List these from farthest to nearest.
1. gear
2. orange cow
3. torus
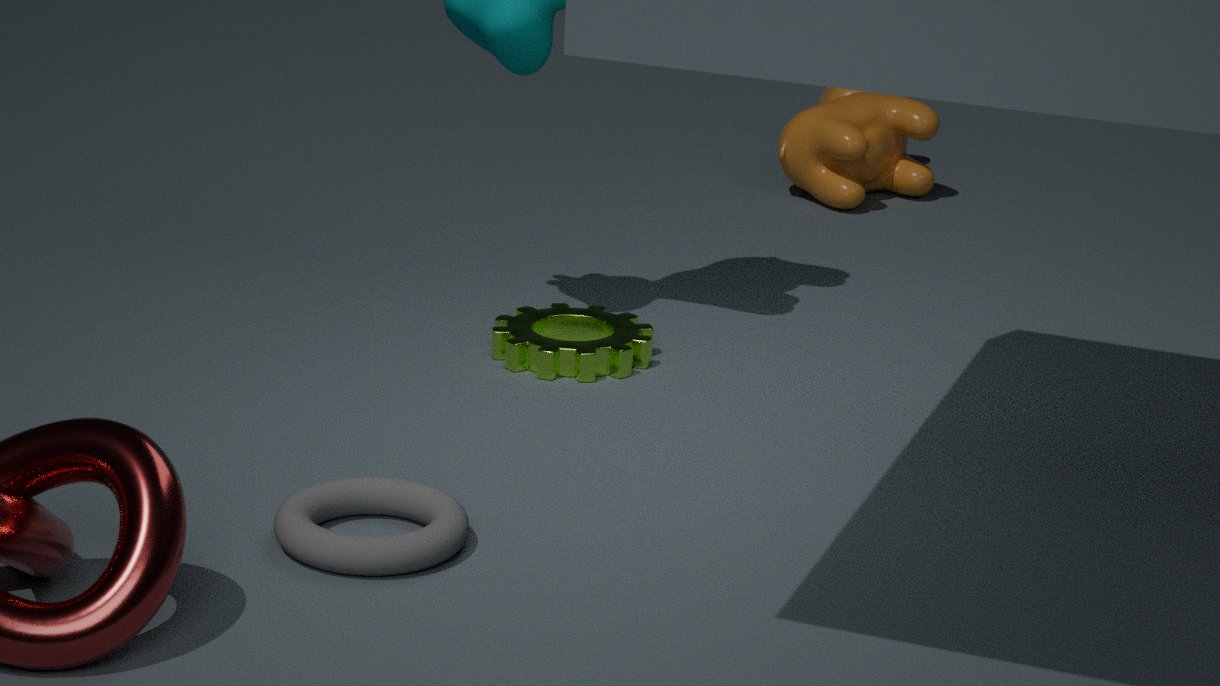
orange cow, gear, torus
